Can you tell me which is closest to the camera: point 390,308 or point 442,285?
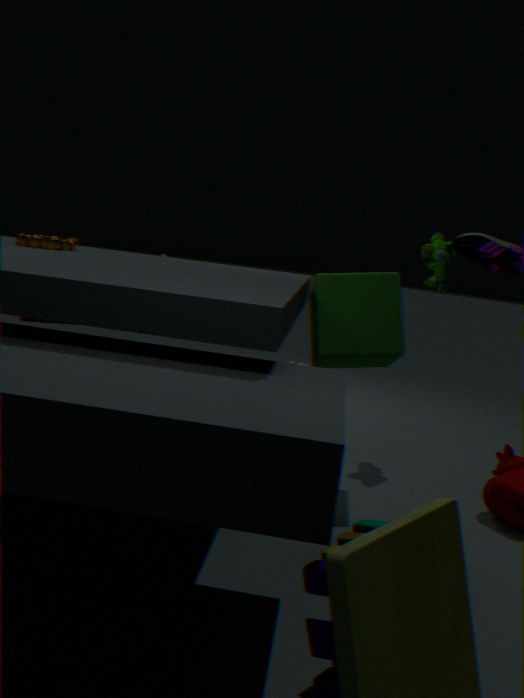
point 390,308
